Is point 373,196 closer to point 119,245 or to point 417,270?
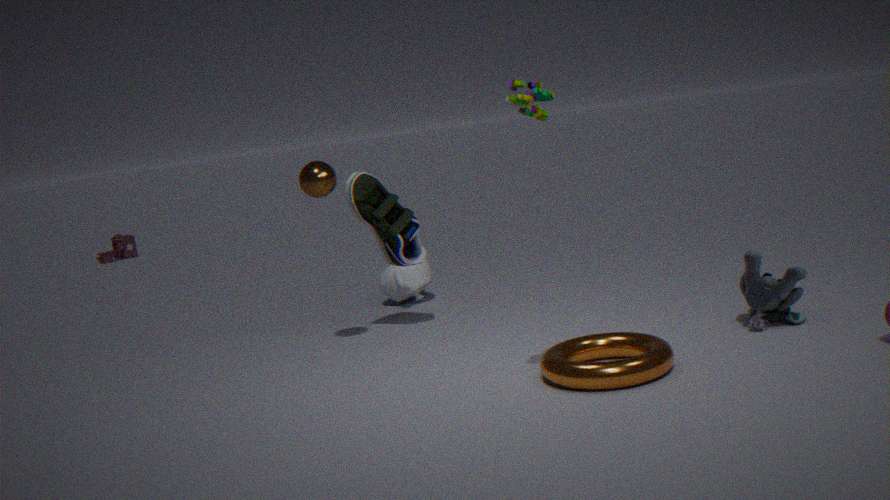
point 417,270
